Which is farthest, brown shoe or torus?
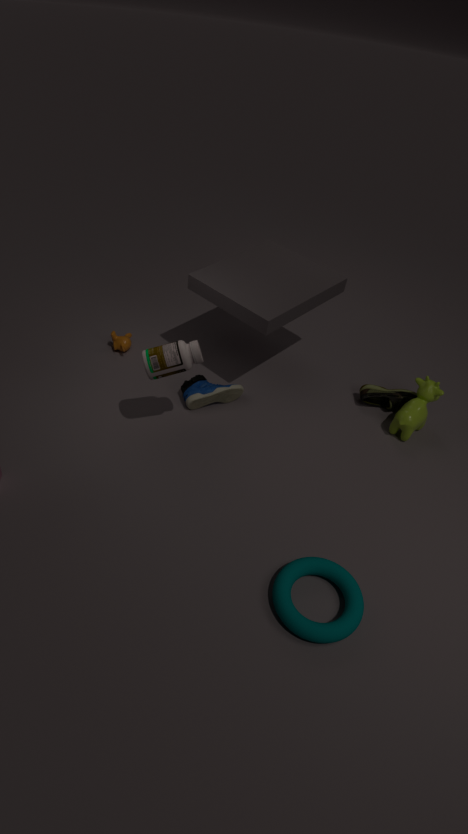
brown shoe
